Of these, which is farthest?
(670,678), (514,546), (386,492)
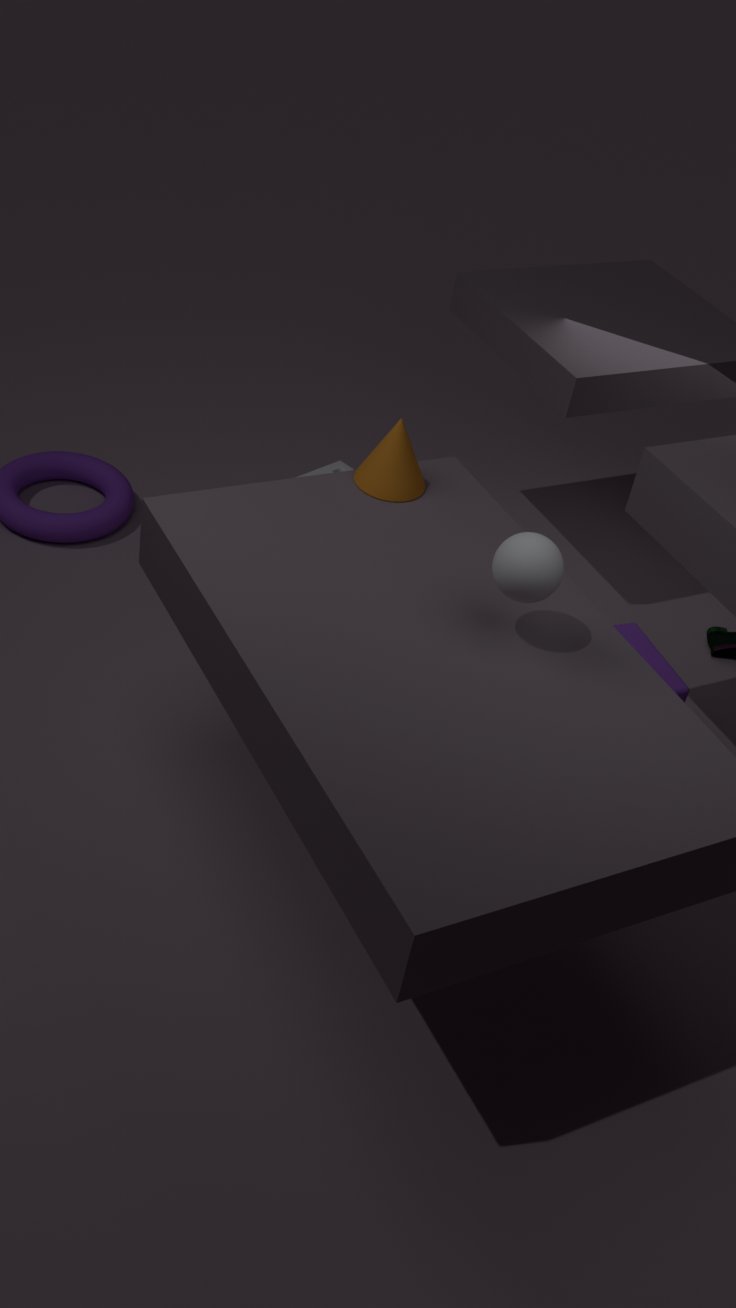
(670,678)
